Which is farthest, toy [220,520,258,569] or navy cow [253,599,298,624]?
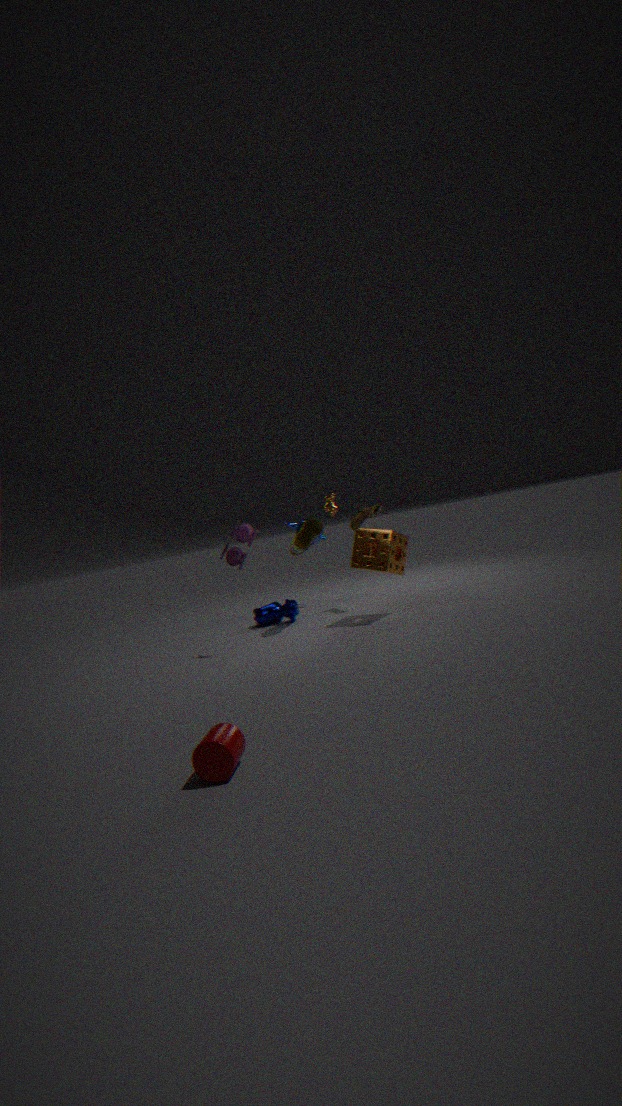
navy cow [253,599,298,624]
